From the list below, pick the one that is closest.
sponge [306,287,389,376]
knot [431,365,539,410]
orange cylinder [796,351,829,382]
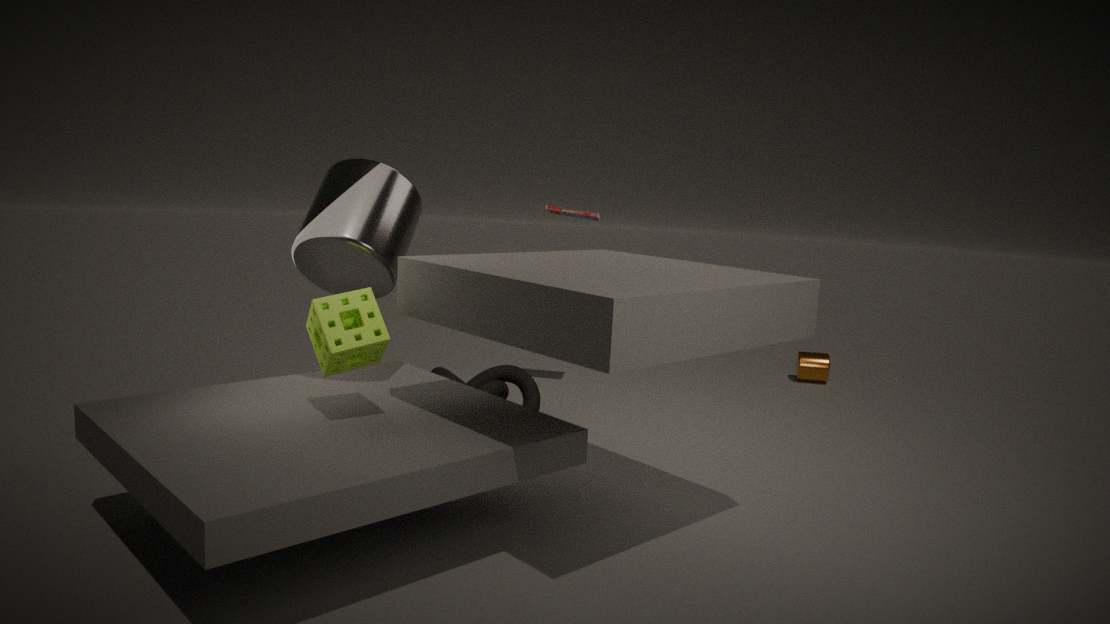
sponge [306,287,389,376]
